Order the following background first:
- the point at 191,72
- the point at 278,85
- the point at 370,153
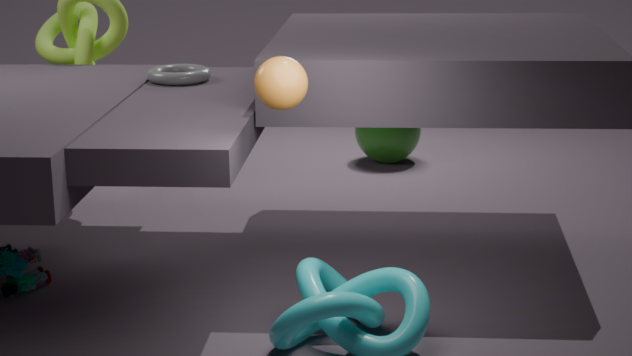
the point at 370,153, the point at 191,72, the point at 278,85
